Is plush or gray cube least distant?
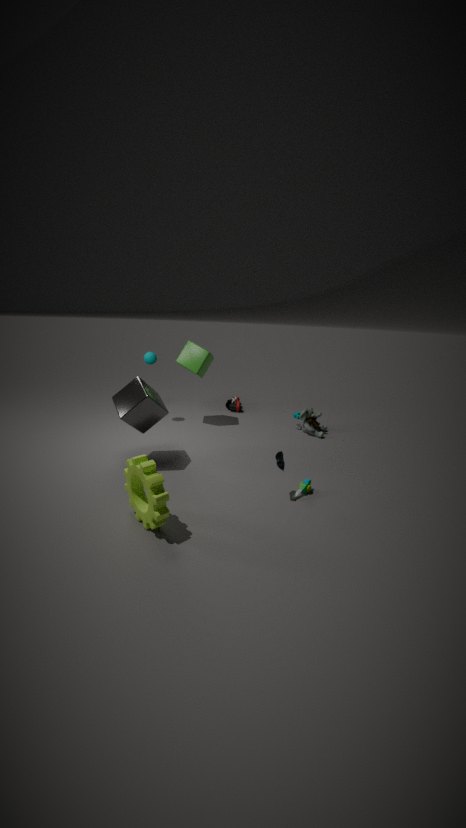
gray cube
